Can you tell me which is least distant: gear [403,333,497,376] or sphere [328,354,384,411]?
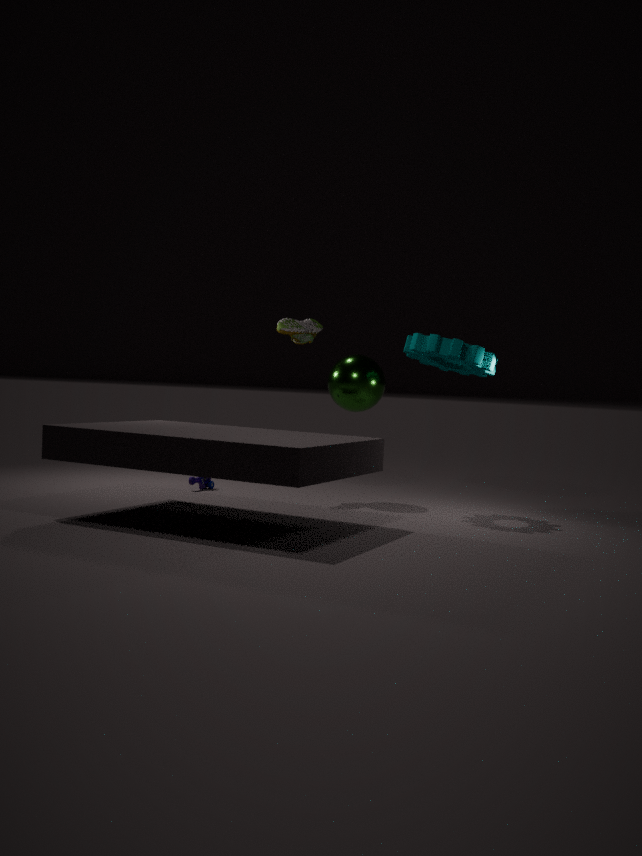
gear [403,333,497,376]
